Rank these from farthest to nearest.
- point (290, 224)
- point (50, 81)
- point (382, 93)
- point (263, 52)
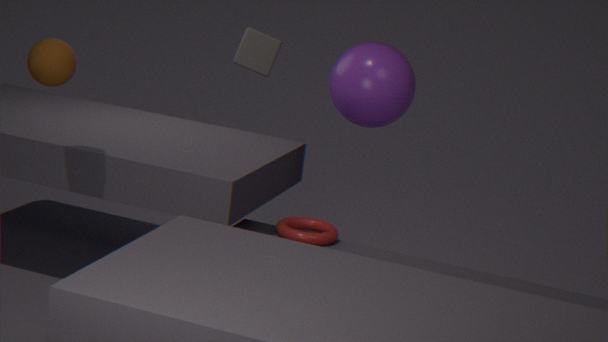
point (263, 52), point (290, 224), point (382, 93), point (50, 81)
